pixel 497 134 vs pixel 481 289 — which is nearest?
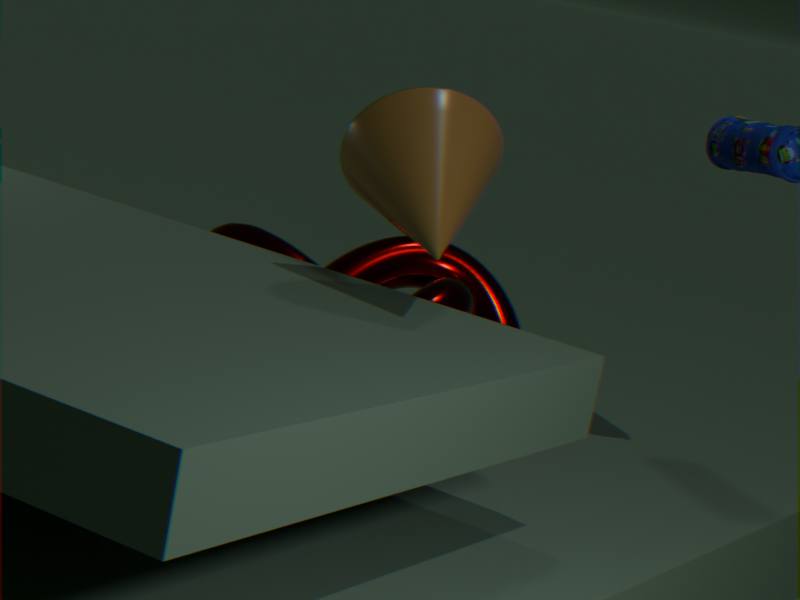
pixel 497 134
